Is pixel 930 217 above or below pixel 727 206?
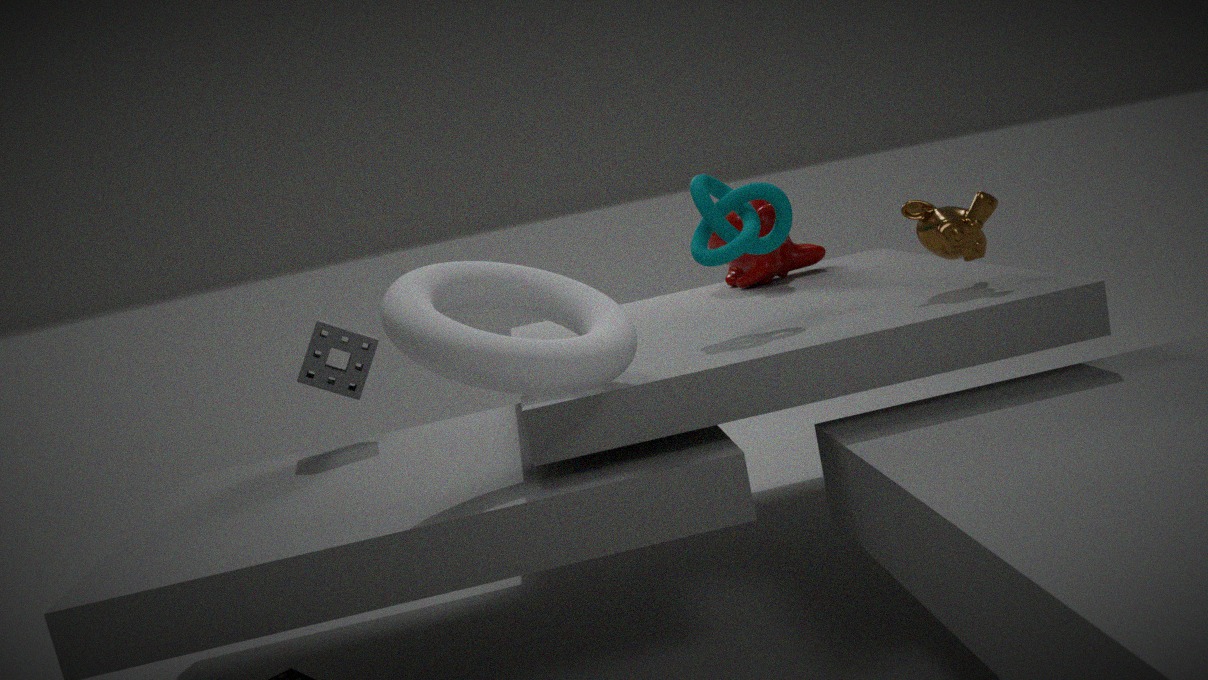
below
